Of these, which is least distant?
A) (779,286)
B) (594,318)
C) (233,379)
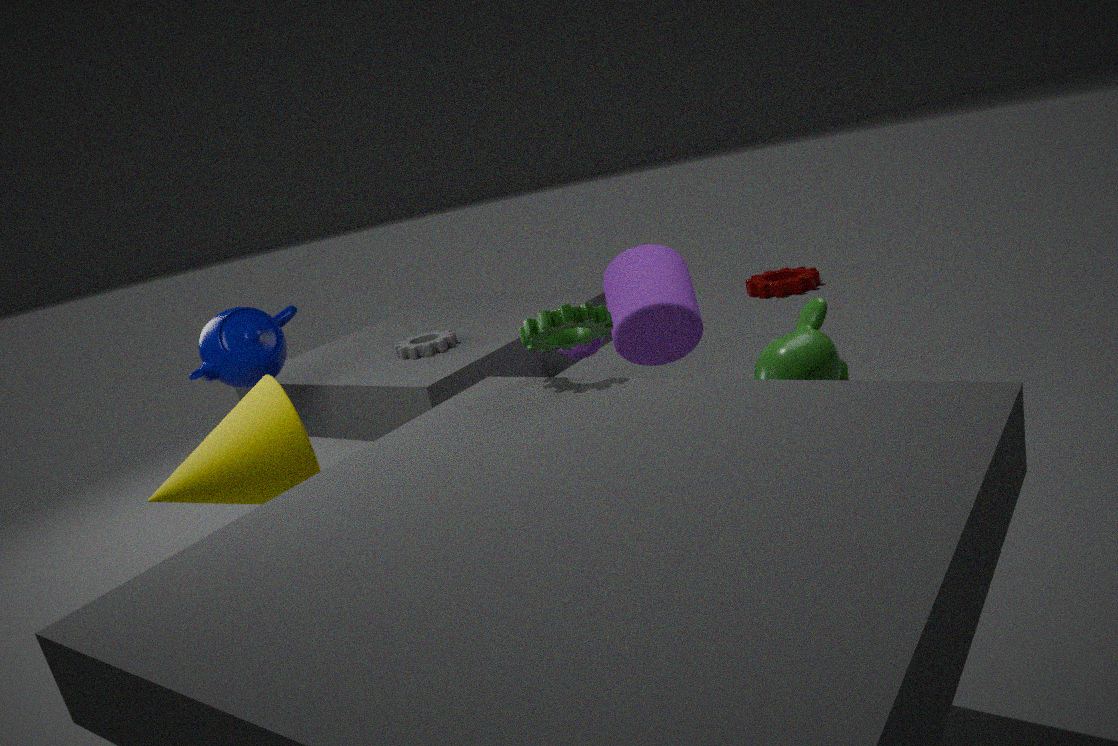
B. (594,318)
